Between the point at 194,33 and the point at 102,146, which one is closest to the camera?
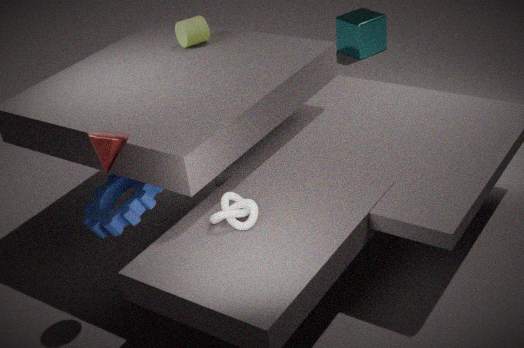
the point at 102,146
